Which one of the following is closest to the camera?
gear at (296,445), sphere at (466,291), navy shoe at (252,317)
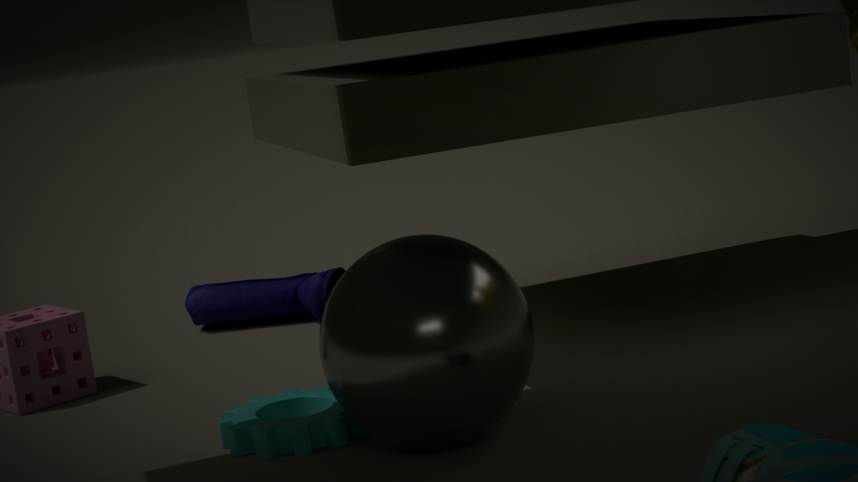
sphere at (466,291)
